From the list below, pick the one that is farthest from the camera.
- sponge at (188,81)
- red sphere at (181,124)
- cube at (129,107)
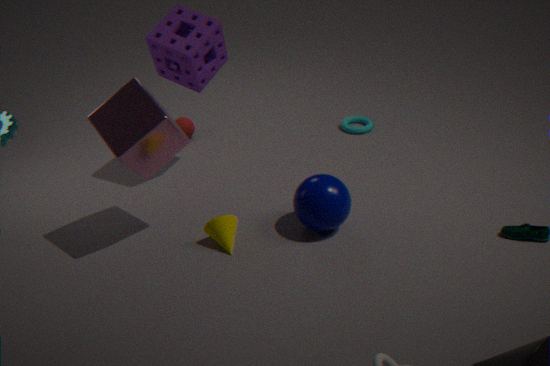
red sphere at (181,124)
